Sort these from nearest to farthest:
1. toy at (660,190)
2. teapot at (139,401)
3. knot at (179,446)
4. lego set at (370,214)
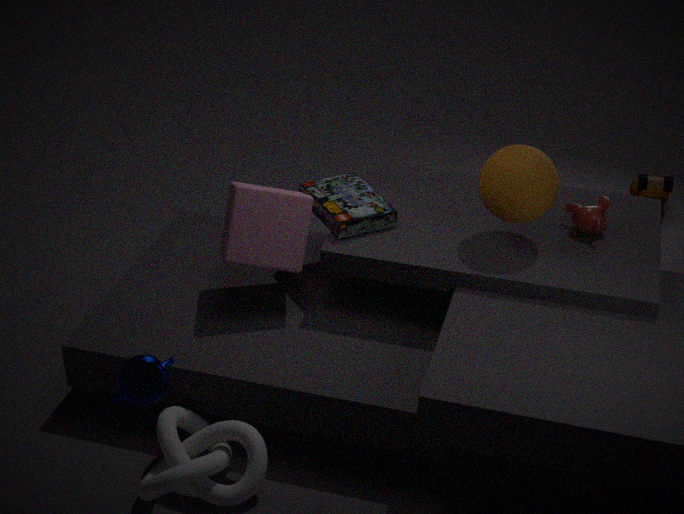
teapot at (139,401) < knot at (179,446) < lego set at (370,214) < toy at (660,190)
